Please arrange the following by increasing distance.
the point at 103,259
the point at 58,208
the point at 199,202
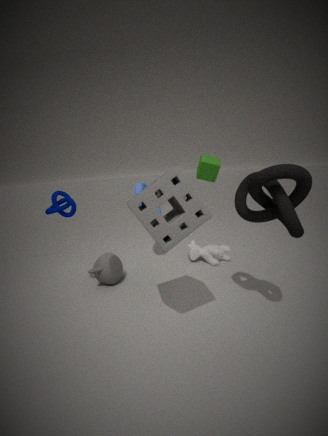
the point at 199,202 → the point at 58,208 → the point at 103,259
